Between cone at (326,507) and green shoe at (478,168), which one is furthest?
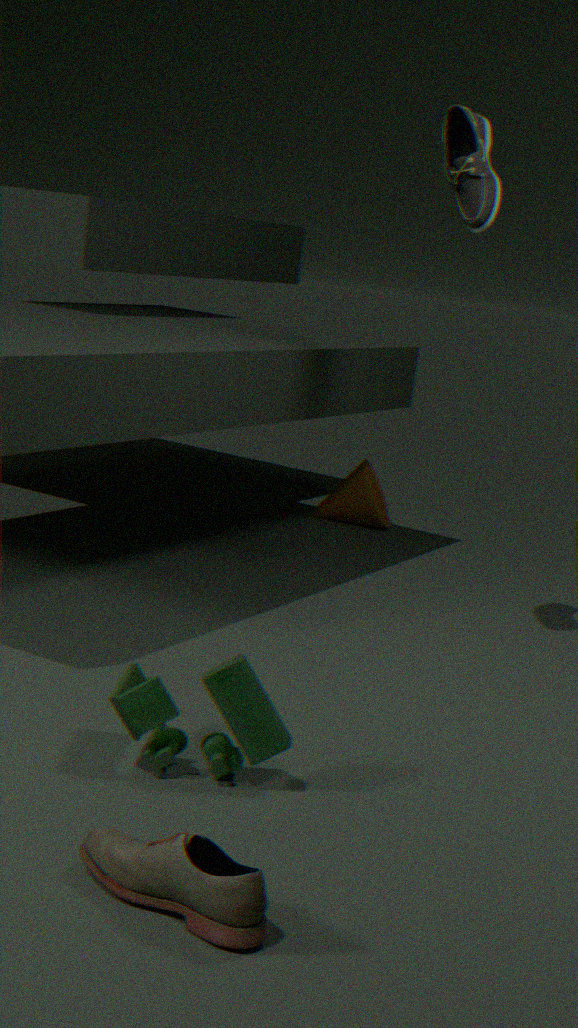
cone at (326,507)
